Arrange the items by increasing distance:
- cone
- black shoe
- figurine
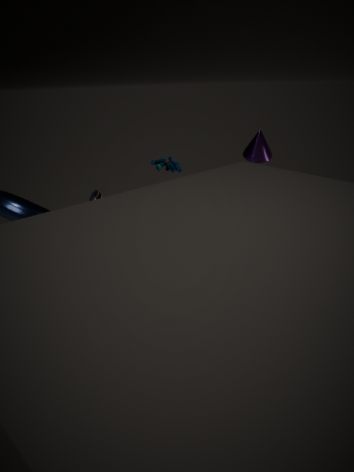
black shoe
figurine
cone
